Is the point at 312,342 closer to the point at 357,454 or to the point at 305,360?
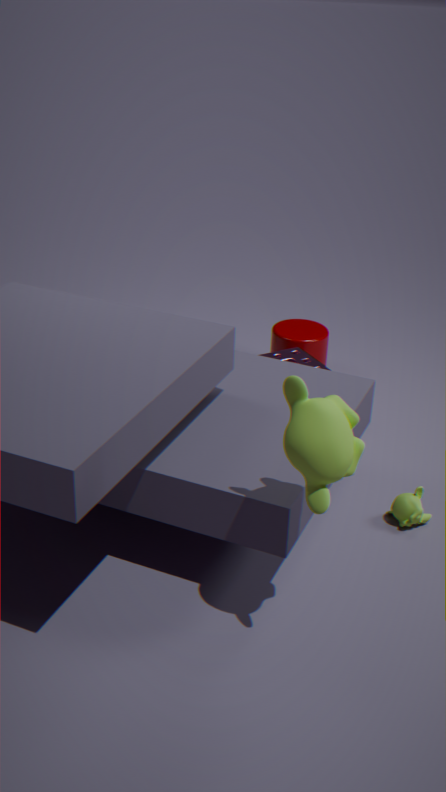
the point at 305,360
